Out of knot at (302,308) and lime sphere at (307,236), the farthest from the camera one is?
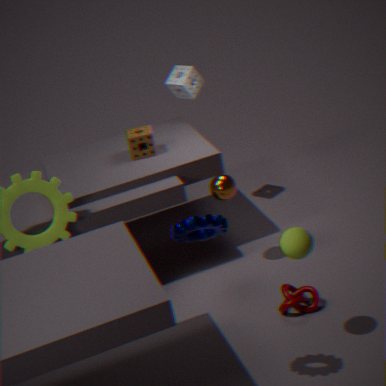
knot at (302,308)
